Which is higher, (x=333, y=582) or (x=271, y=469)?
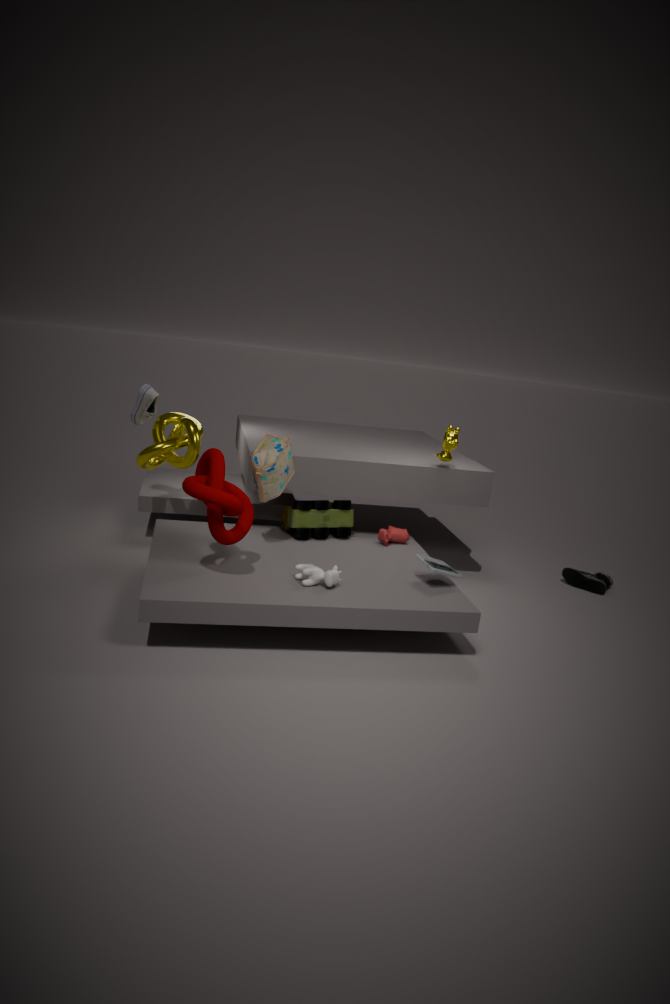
(x=271, y=469)
